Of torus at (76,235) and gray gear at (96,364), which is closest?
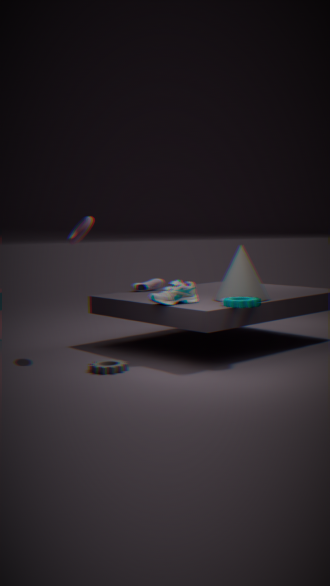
gray gear at (96,364)
